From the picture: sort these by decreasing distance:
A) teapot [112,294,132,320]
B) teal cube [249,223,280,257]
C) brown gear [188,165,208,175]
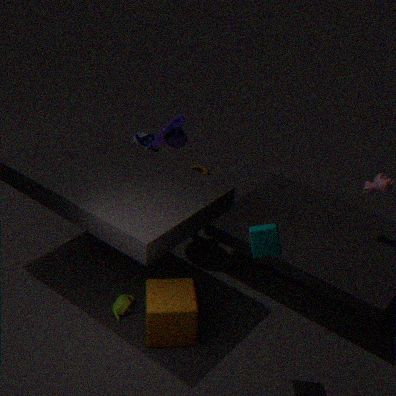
1. brown gear [188,165,208,175]
2. teapot [112,294,132,320]
3. teal cube [249,223,280,257]
